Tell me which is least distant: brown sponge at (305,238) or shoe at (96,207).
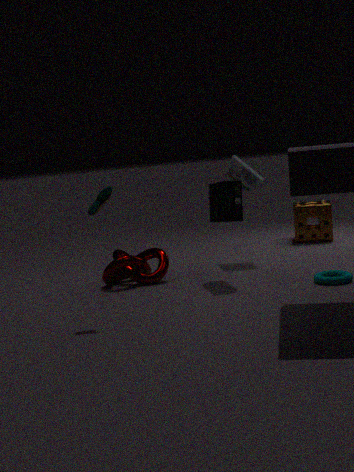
shoe at (96,207)
